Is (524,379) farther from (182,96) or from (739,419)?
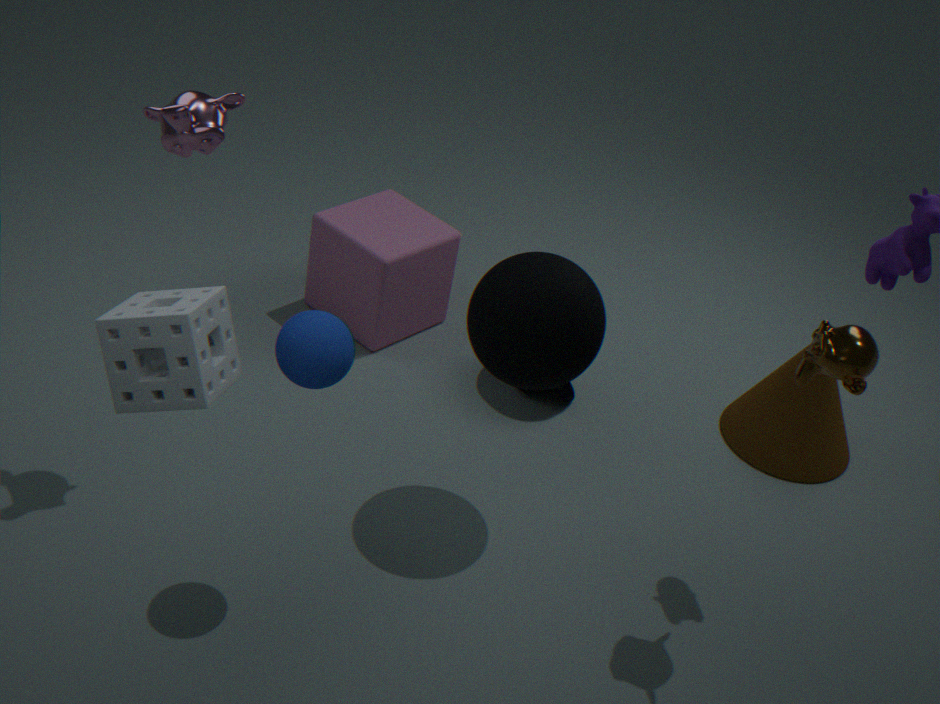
(739,419)
